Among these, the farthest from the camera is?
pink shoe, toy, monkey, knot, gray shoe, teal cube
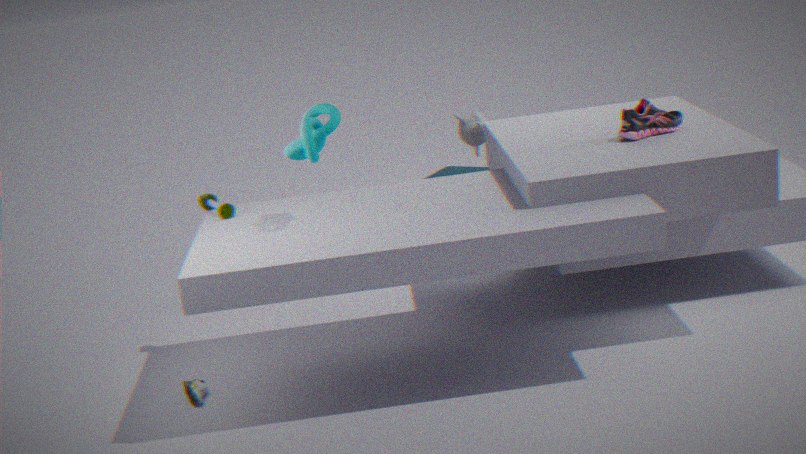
teal cube
